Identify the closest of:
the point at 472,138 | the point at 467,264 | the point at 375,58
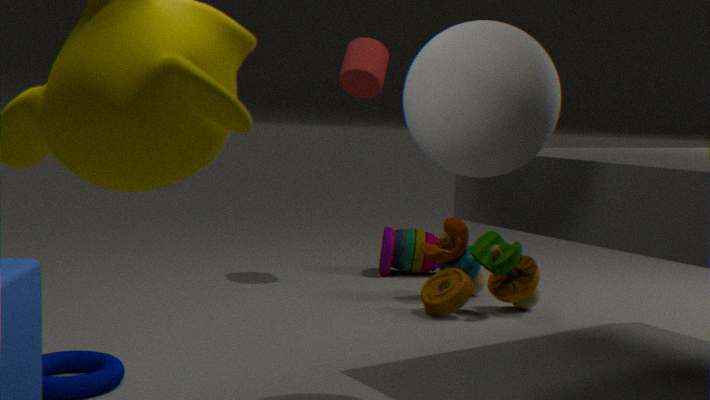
the point at 472,138
